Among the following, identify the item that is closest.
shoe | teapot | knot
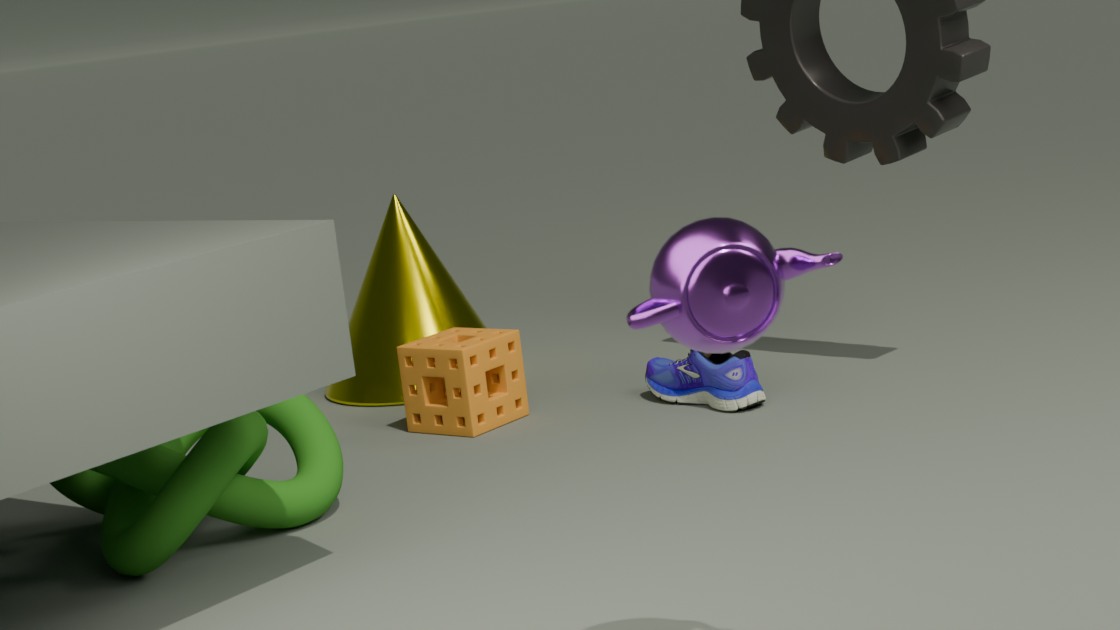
teapot
